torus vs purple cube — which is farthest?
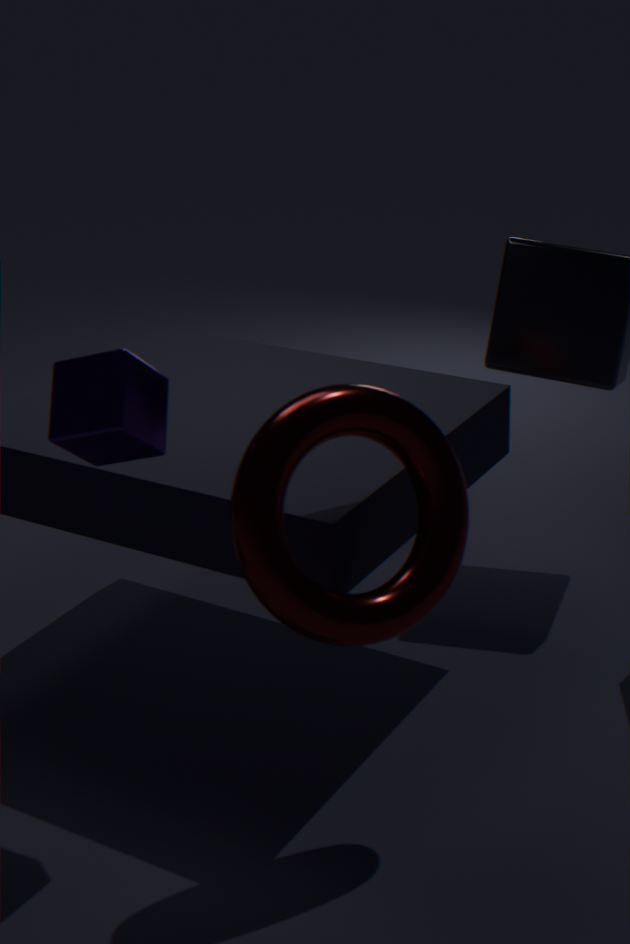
purple cube
